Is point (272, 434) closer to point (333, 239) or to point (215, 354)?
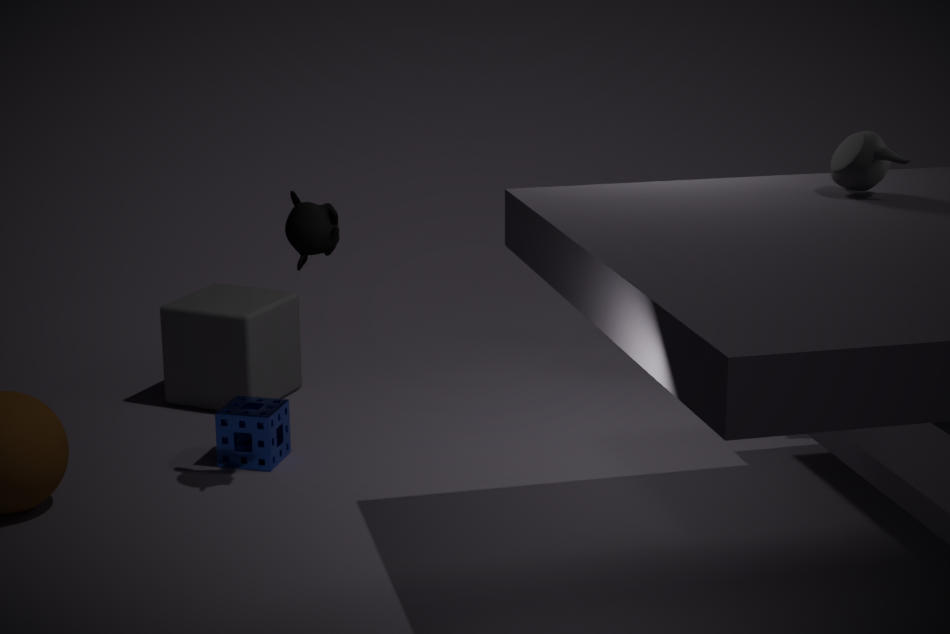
point (215, 354)
